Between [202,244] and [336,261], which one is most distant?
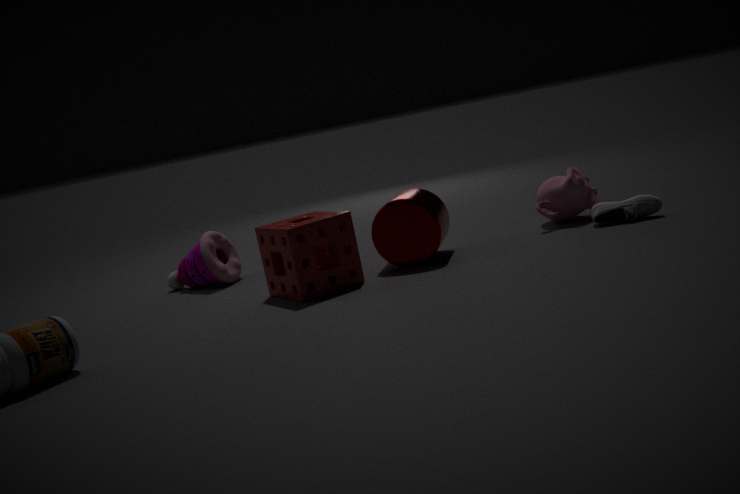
[202,244]
